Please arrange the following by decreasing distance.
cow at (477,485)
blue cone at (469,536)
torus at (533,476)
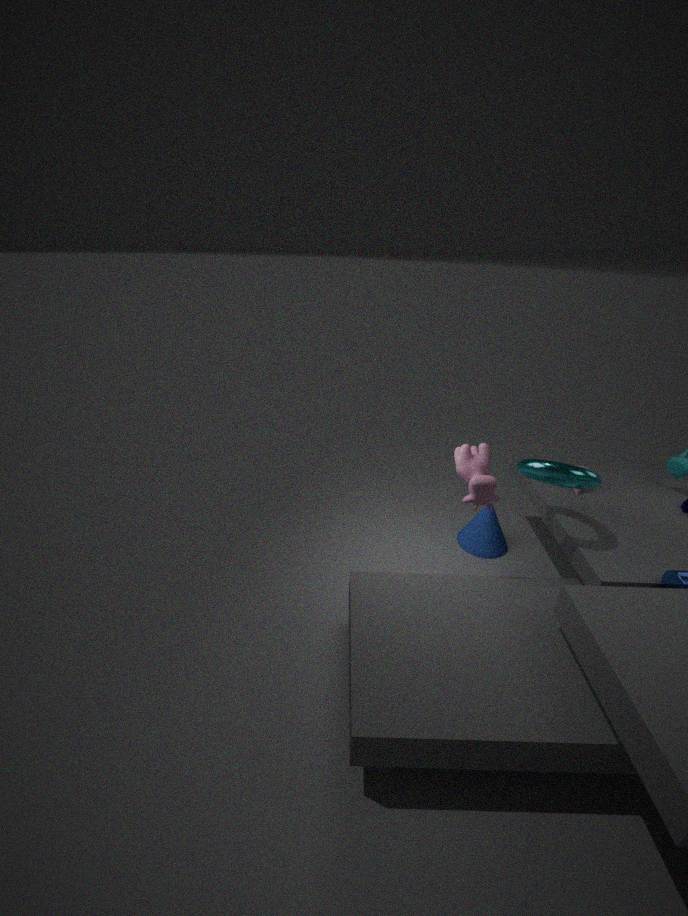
blue cone at (469,536) < torus at (533,476) < cow at (477,485)
